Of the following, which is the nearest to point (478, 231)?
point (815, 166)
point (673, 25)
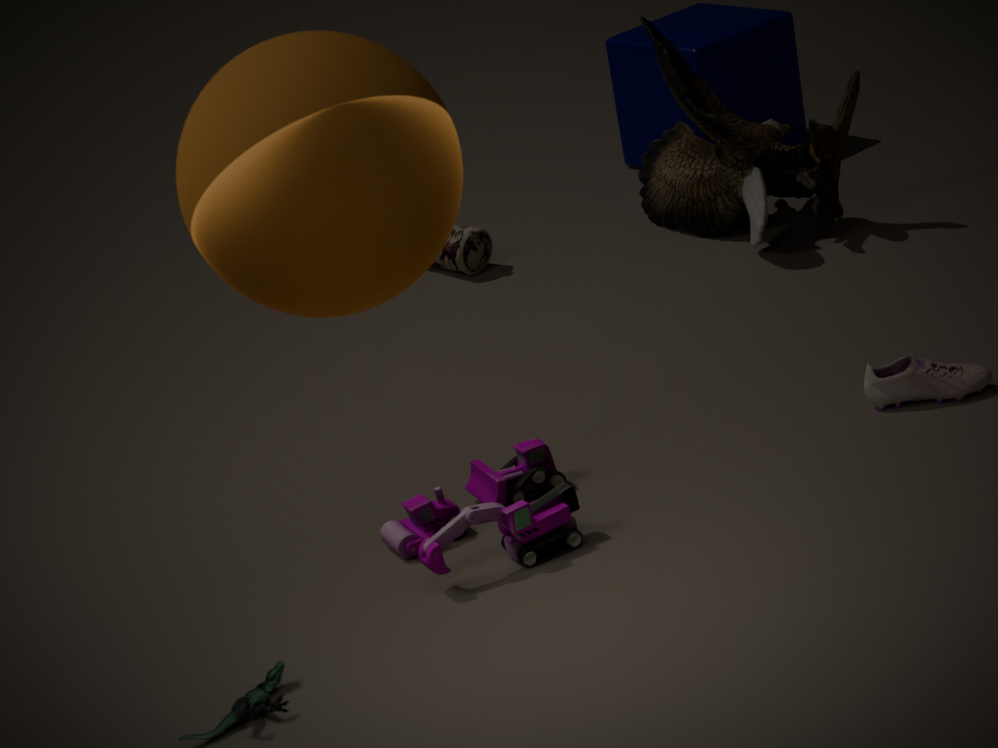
point (815, 166)
